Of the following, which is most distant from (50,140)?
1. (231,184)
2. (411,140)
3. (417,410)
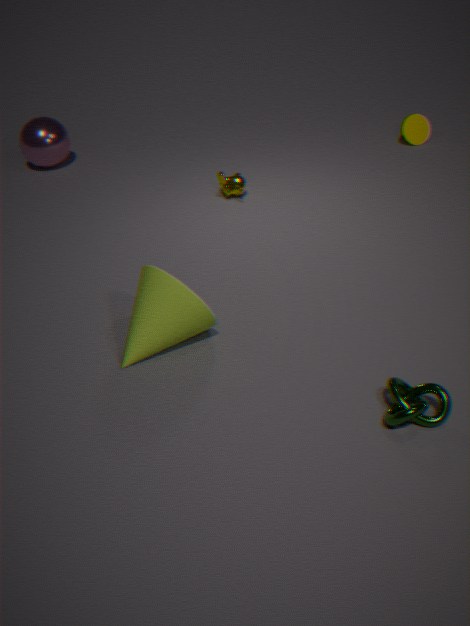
(417,410)
